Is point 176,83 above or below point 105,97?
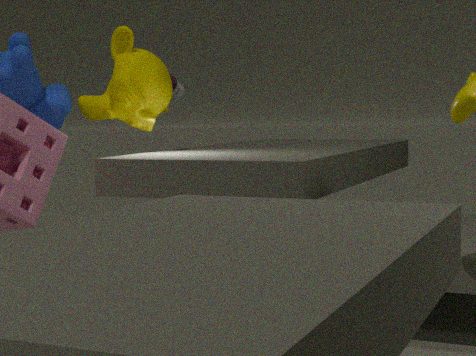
above
